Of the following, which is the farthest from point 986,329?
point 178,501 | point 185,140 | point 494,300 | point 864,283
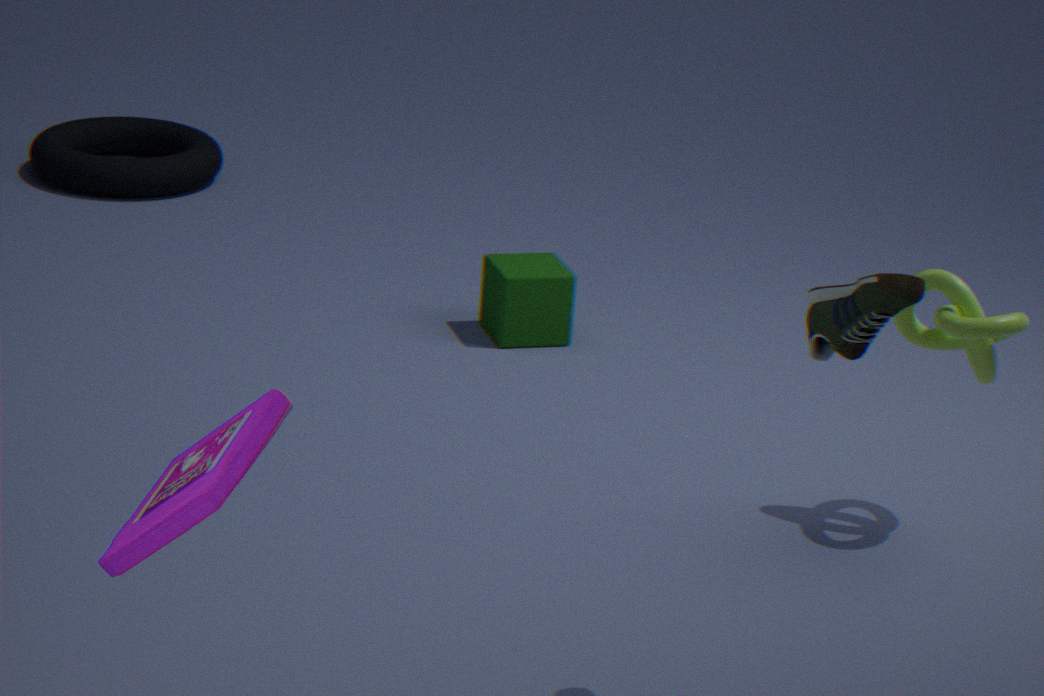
point 185,140
